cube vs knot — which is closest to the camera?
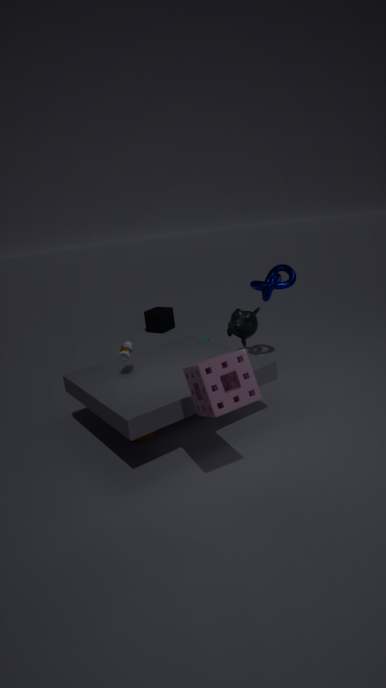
knot
